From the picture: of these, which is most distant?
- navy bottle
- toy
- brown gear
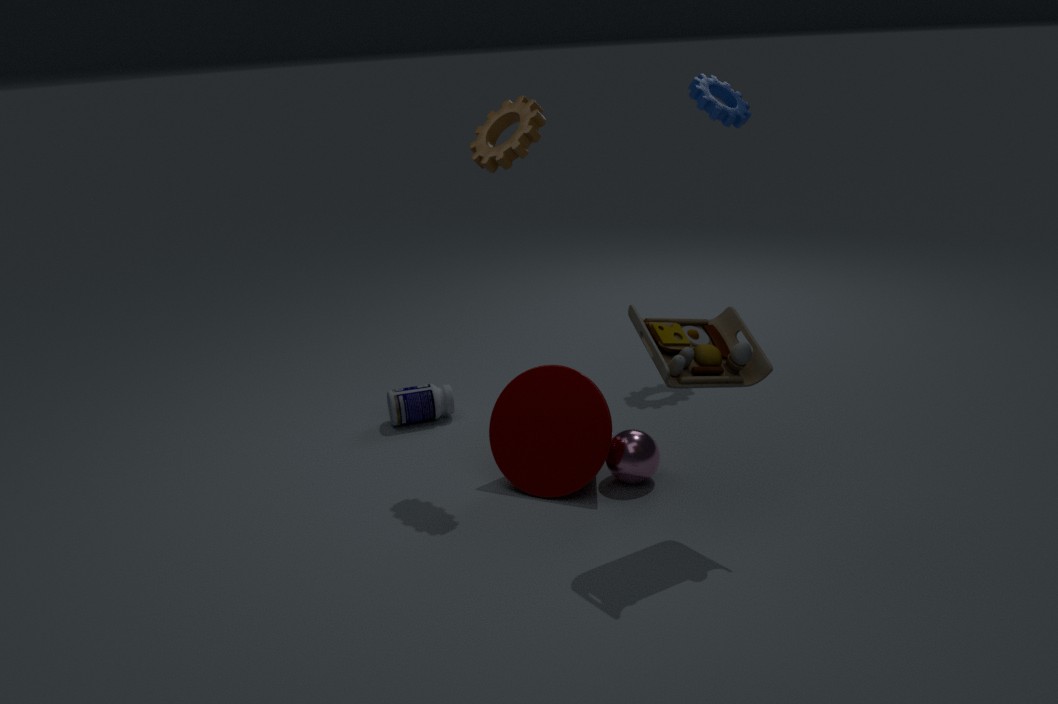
navy bottle
